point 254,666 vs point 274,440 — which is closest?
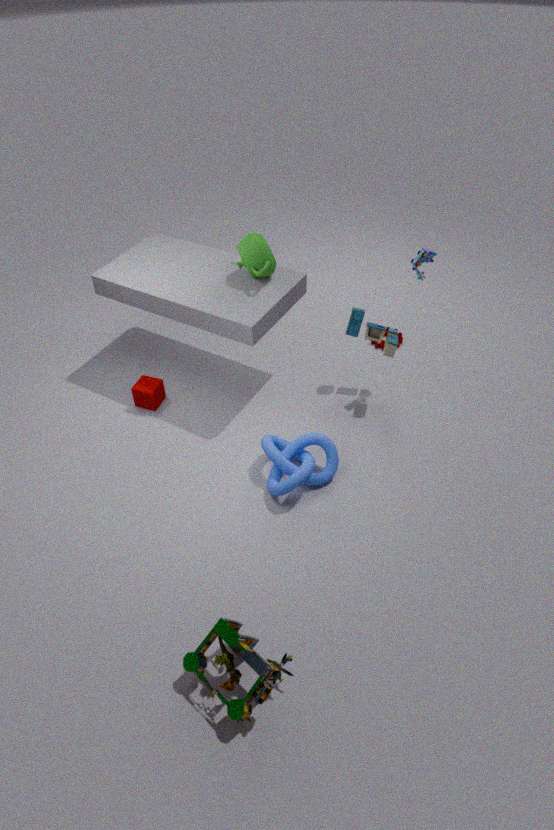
point 254,666
